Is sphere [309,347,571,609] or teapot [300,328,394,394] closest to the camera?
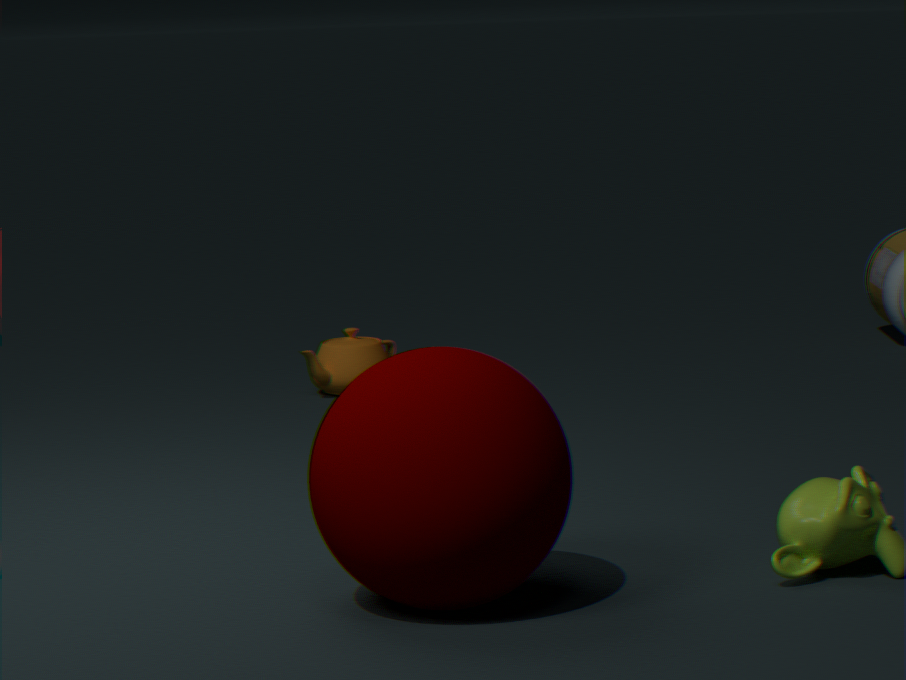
sphere [309,347,571,609]
